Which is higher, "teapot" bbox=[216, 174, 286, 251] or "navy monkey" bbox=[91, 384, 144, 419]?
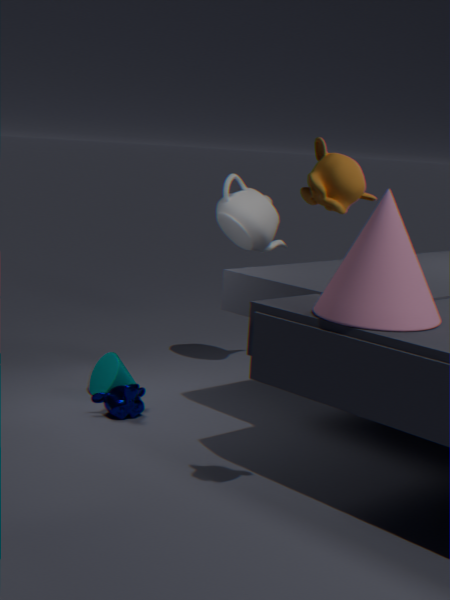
"teapot" bbox=[216, 174, 286, 251]
